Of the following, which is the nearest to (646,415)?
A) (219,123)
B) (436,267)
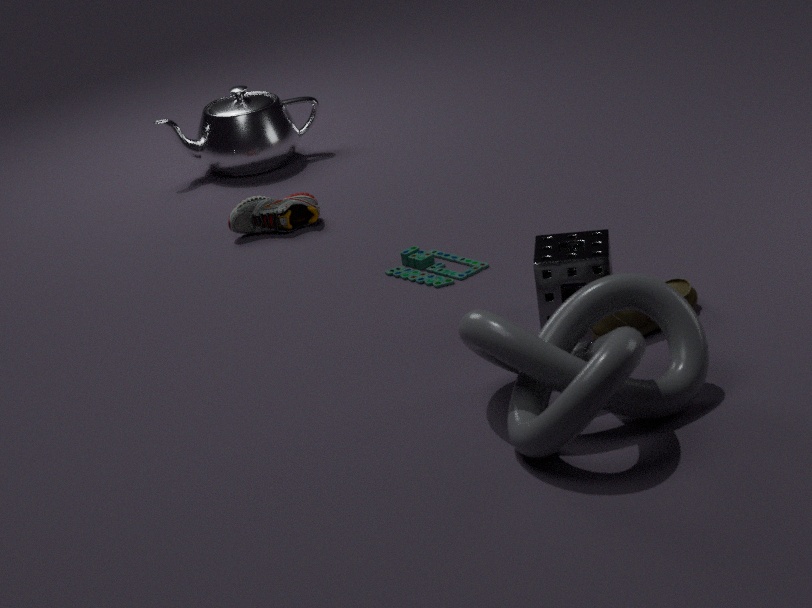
(436,267)
